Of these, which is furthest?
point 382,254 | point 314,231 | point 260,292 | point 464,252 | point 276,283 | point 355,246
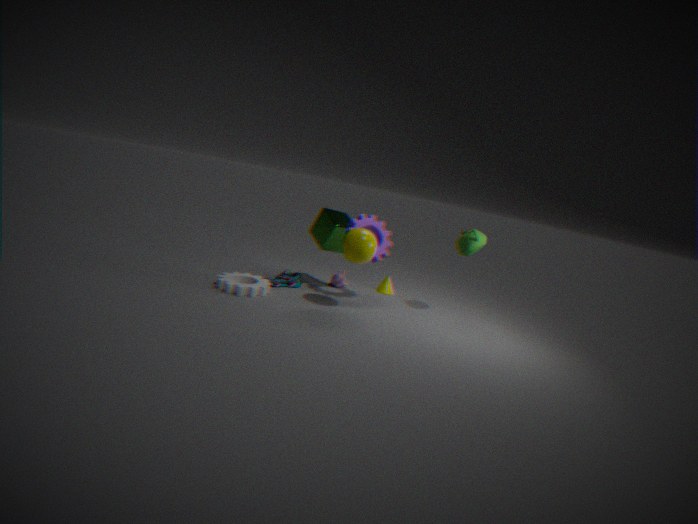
point 314,231
